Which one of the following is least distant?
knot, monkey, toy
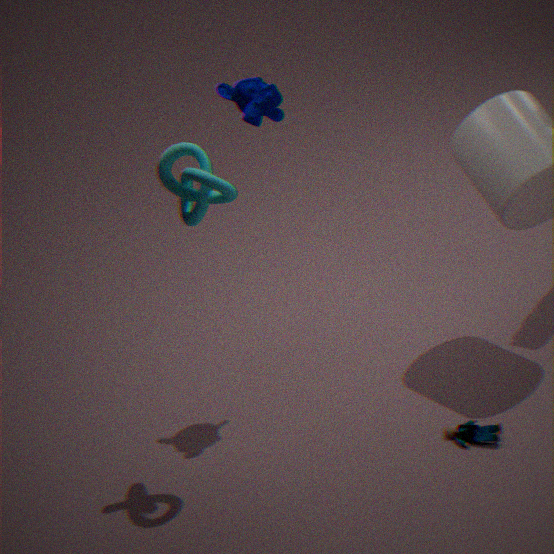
knot
